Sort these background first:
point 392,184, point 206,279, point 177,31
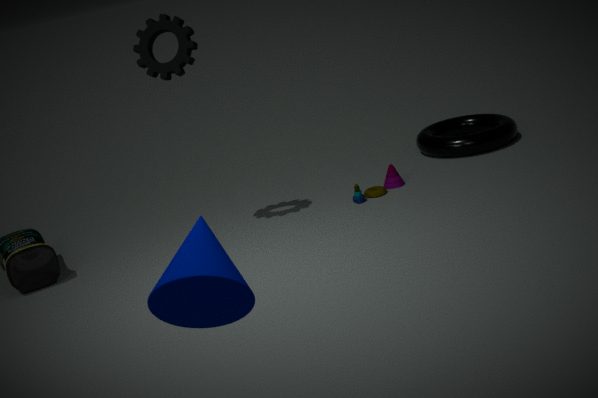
point 392,184 < point 177,31 < point 206,279
